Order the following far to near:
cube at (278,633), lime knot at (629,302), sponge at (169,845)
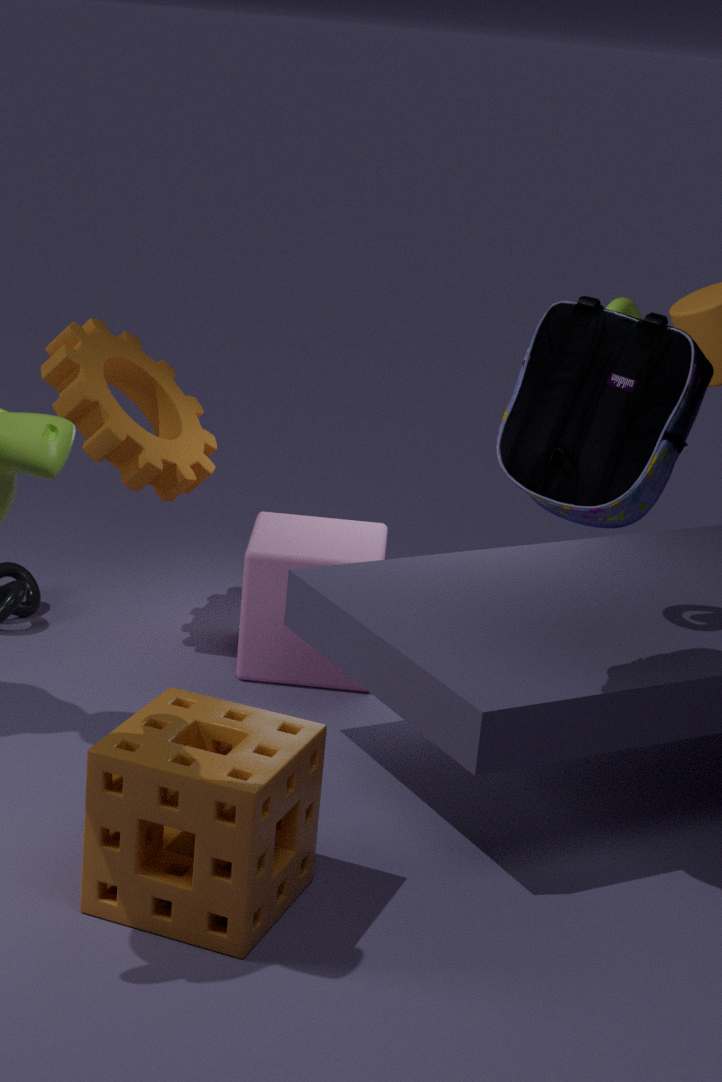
cube at (278,633) → lime knot at (629,302) → sponge at (169,845)
